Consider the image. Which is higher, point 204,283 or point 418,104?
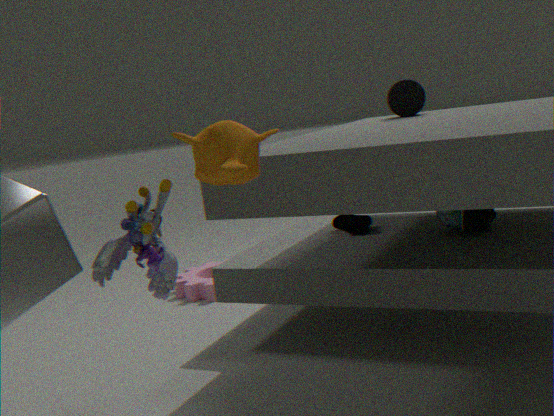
point 418,104
